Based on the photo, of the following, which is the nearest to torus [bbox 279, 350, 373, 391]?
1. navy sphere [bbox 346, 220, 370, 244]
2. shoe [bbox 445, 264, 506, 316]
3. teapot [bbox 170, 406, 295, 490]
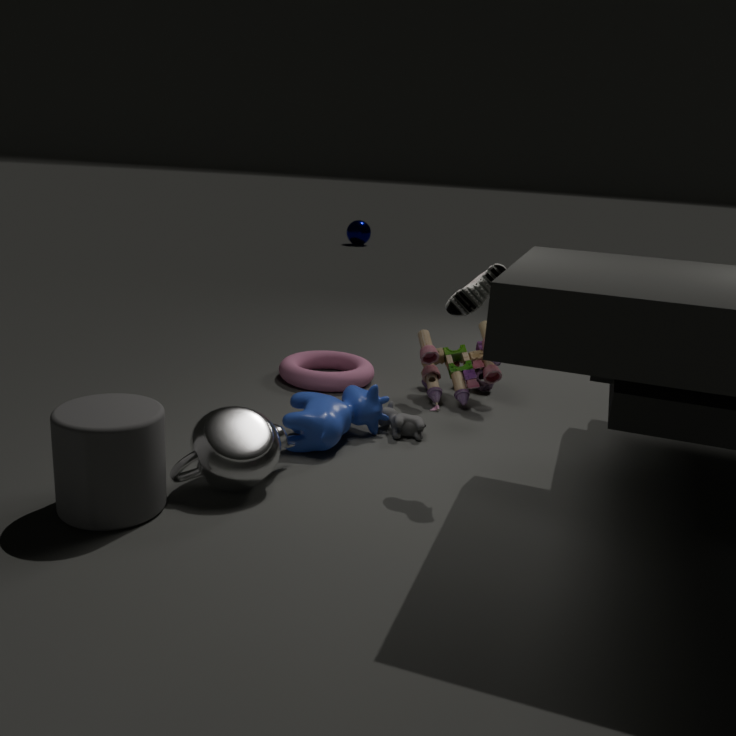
teapot [bbox 170, 406, 295, 490]
